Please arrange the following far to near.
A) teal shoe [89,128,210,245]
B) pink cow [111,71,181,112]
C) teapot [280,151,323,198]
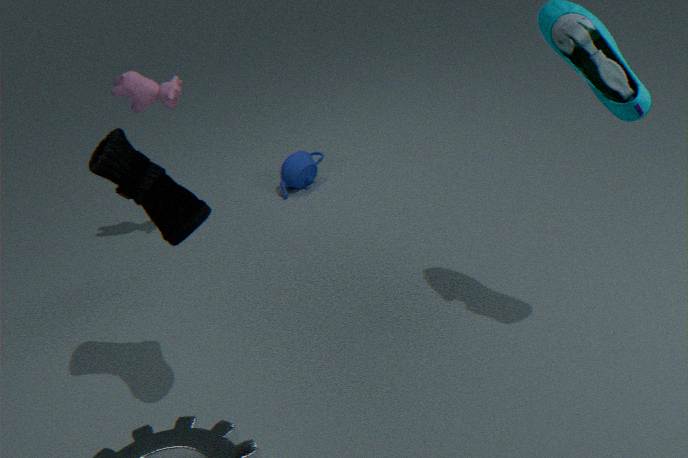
teapot [280,151,323,198]
pink cow [111,71,181,112]
teal shoe [89,128,210,245]
